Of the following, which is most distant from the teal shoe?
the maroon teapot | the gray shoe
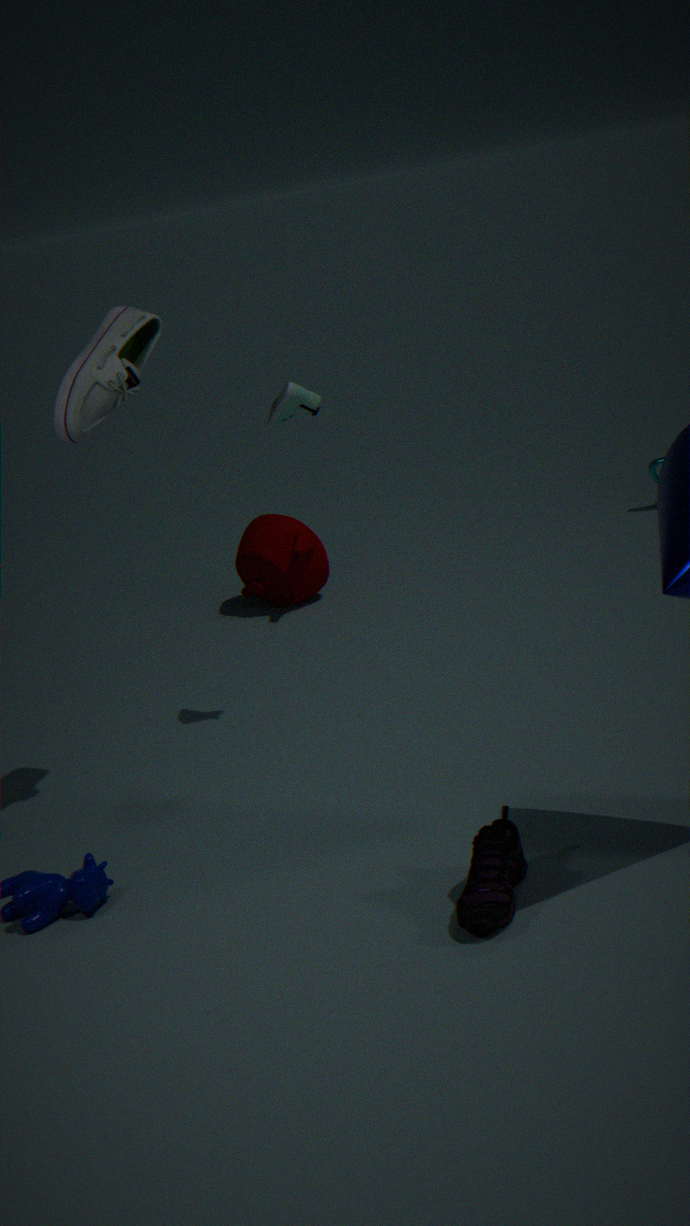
the maroon teapot
